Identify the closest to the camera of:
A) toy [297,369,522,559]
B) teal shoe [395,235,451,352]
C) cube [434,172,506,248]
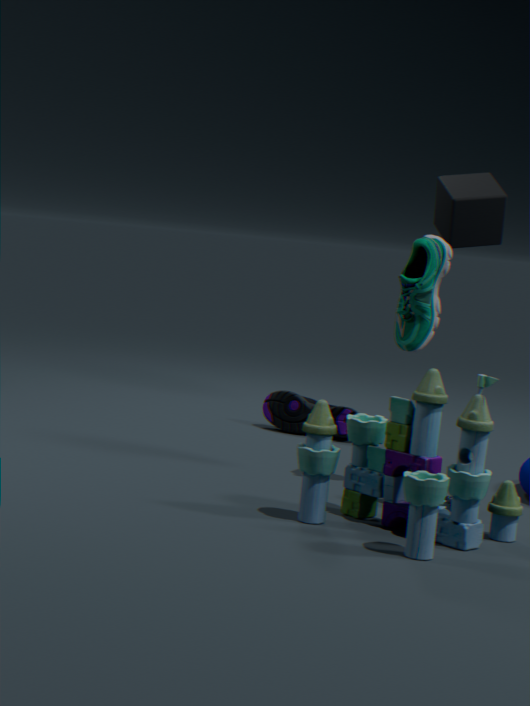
toy [297,369,522,559]
